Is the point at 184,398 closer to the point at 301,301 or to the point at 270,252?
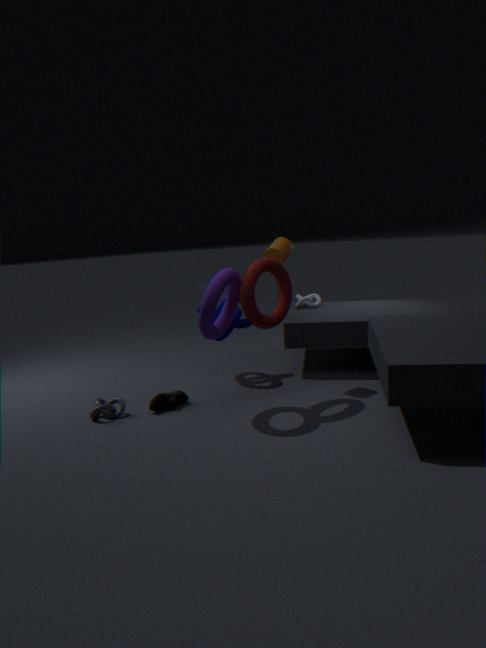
the point at 270,252
